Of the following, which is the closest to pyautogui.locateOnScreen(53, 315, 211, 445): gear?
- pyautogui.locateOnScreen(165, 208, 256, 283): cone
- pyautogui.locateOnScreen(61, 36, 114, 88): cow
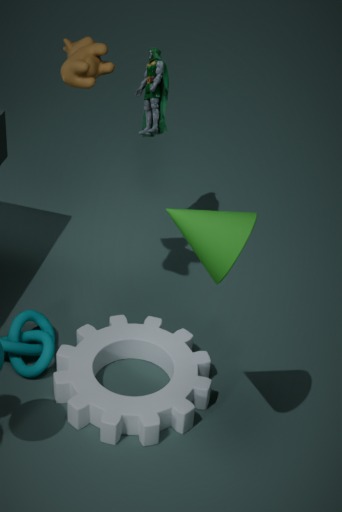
pyautogui.locateOnScreen(165, 208, 256, 283): cone
